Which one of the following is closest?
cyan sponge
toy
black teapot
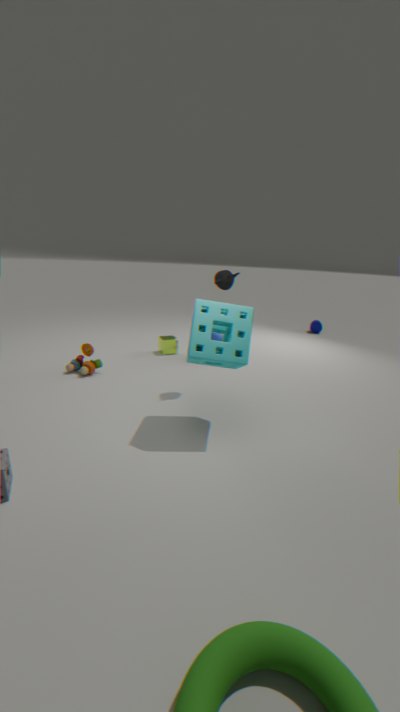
cyan sponge
